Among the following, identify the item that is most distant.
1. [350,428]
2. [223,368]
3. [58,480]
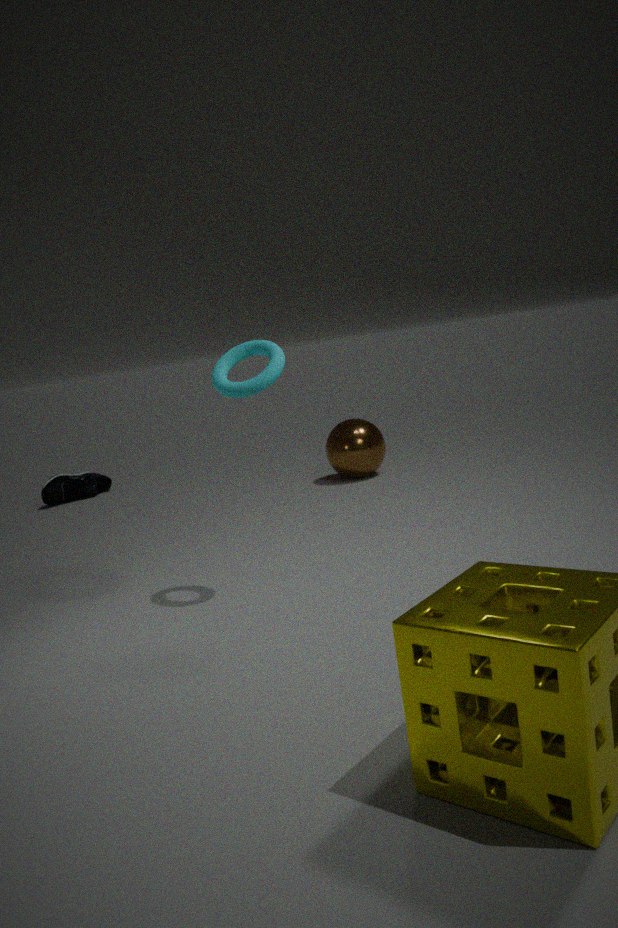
[58,480]
